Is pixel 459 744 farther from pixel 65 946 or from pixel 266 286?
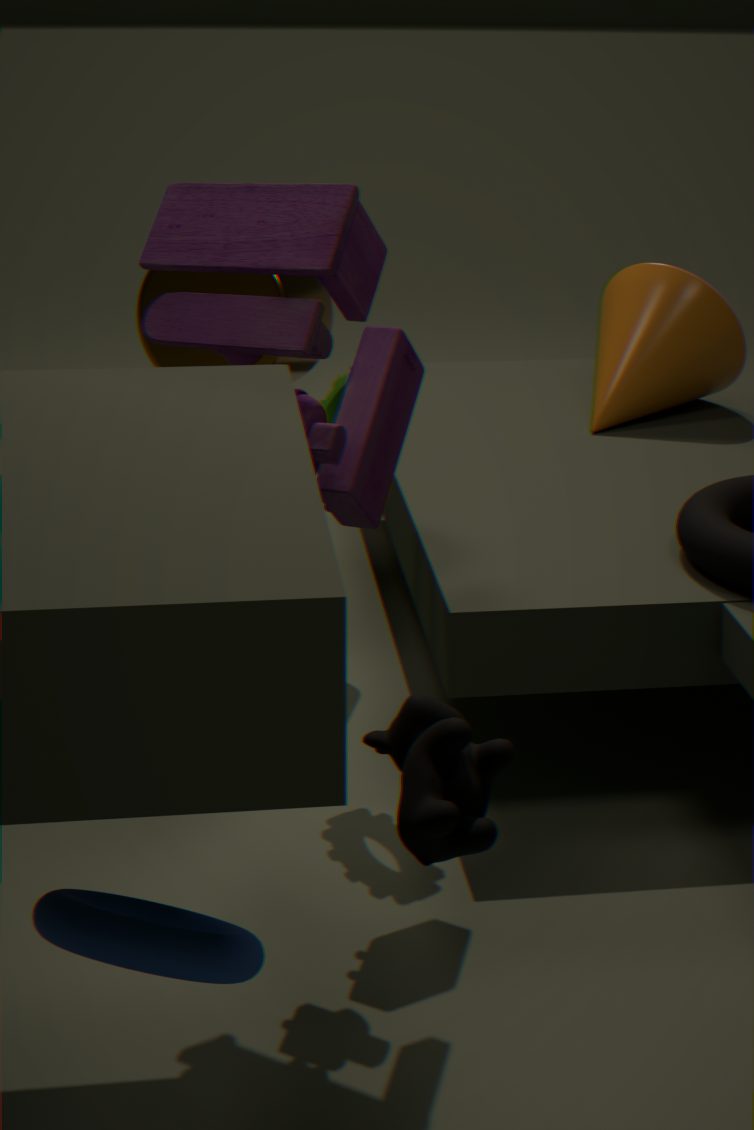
pixel 266 286
